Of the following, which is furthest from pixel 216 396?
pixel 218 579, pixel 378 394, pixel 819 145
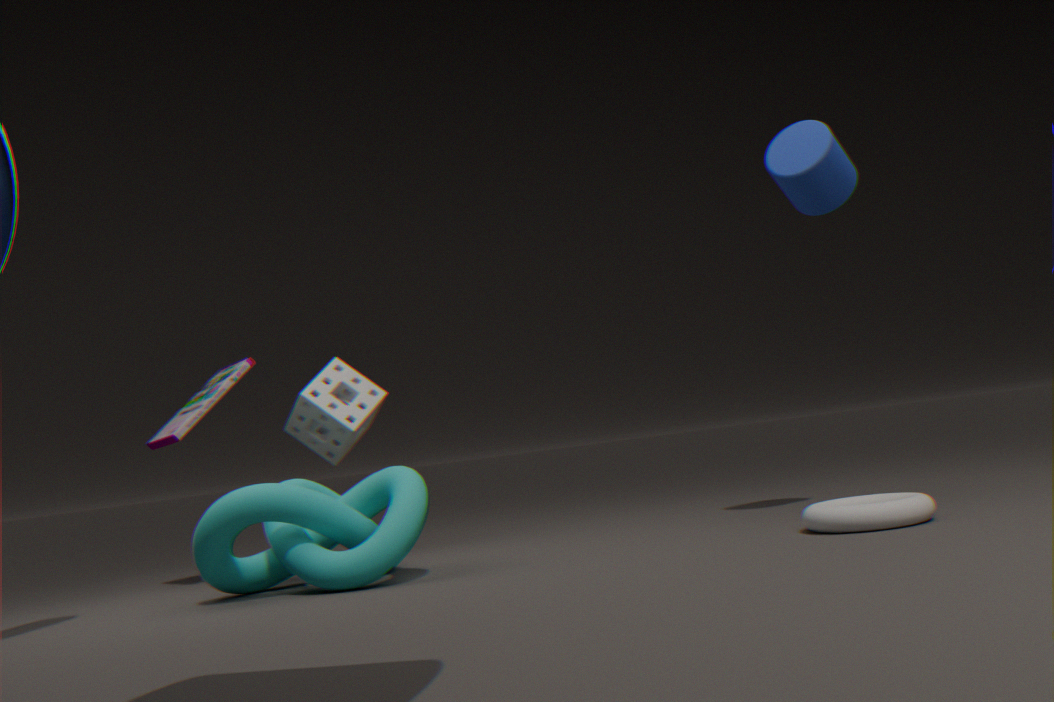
pixel 819 145
